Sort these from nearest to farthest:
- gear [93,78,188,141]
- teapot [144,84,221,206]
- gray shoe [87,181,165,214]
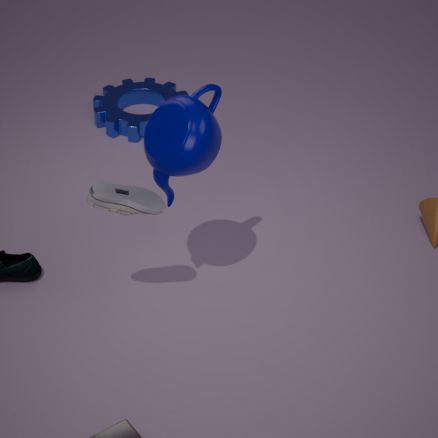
teapot [144,84,221,206]
gray shoe [87,181,165,214]
gear [93,78,188,141]
